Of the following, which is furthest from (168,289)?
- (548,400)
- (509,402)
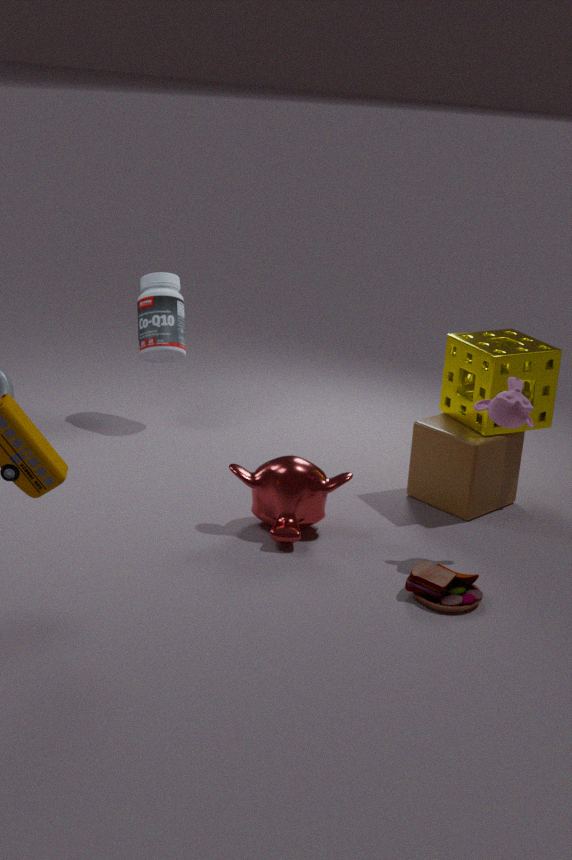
(509,402)
